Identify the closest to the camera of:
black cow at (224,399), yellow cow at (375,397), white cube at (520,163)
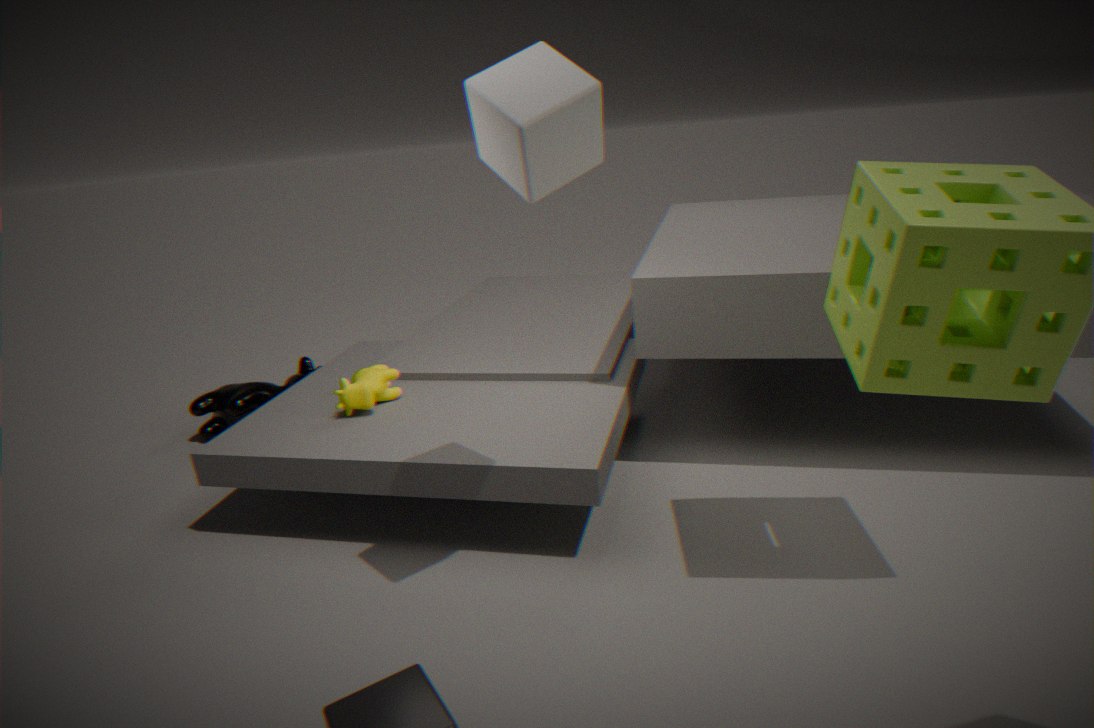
white cube at (520,163)
